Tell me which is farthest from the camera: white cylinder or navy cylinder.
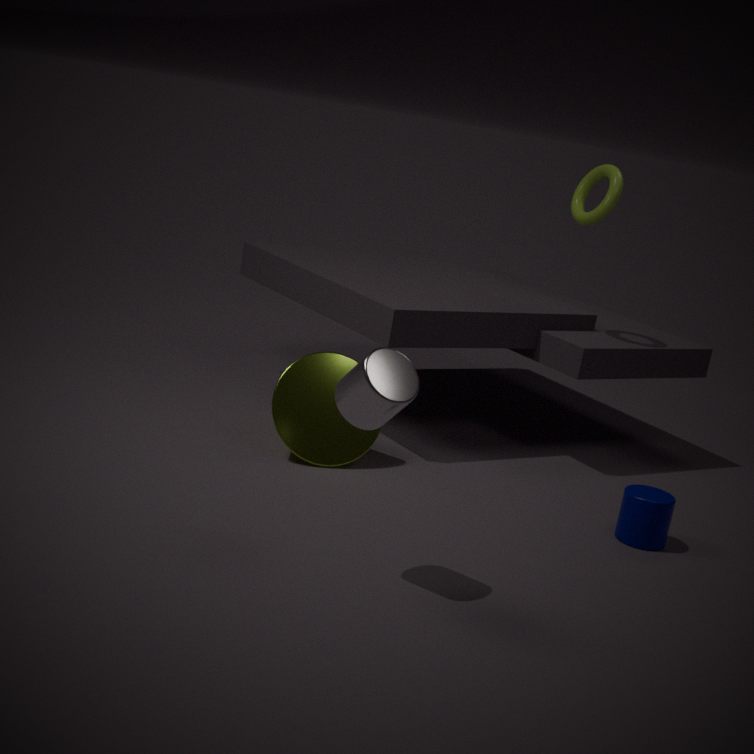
navy cylinder
